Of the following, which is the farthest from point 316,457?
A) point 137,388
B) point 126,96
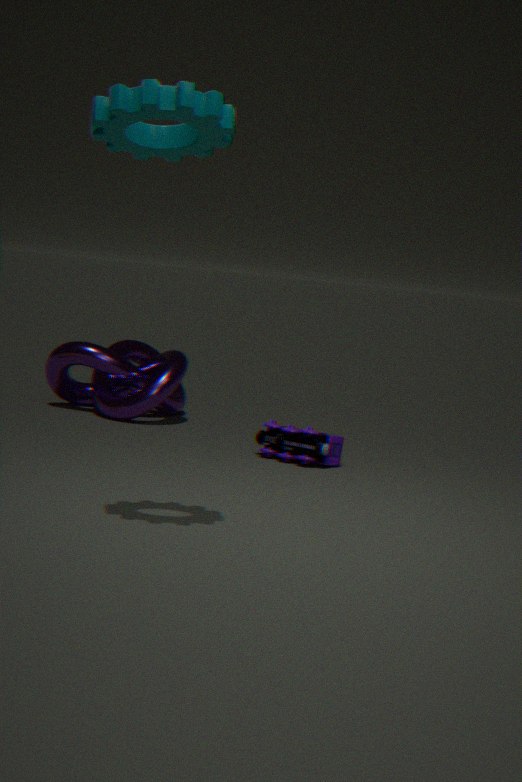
point 126,96
